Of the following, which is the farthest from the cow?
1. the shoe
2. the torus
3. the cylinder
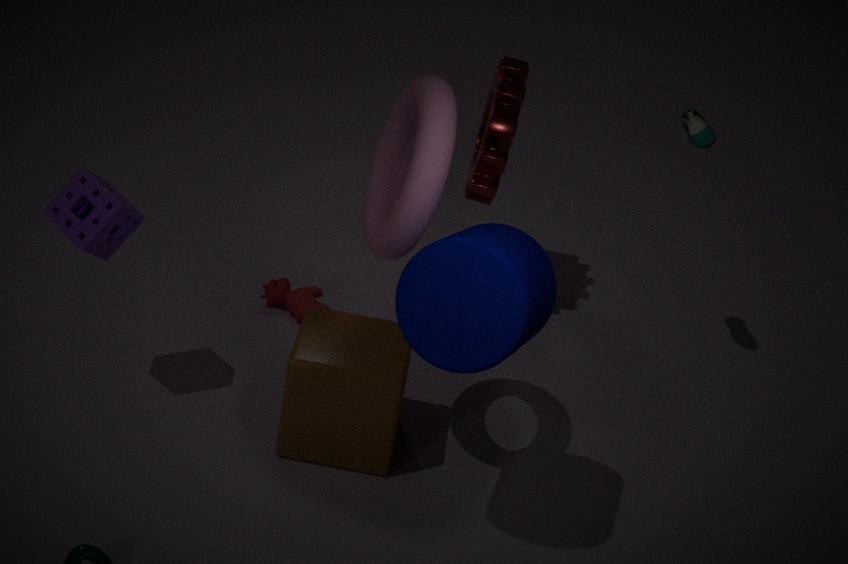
the shoe
